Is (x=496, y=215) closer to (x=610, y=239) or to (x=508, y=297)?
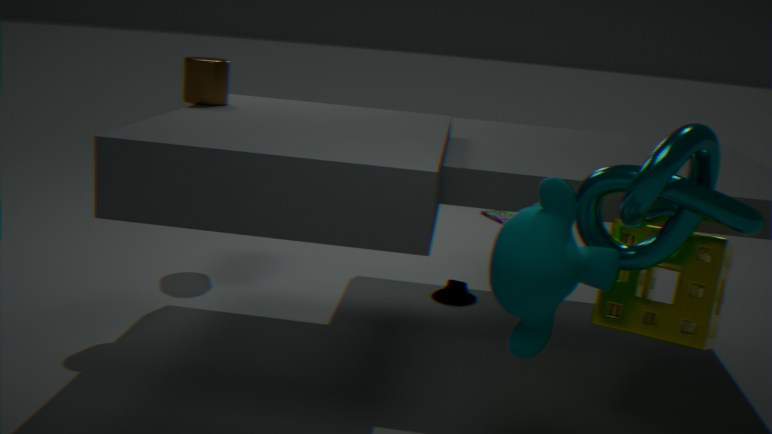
(x=610, y=239)
